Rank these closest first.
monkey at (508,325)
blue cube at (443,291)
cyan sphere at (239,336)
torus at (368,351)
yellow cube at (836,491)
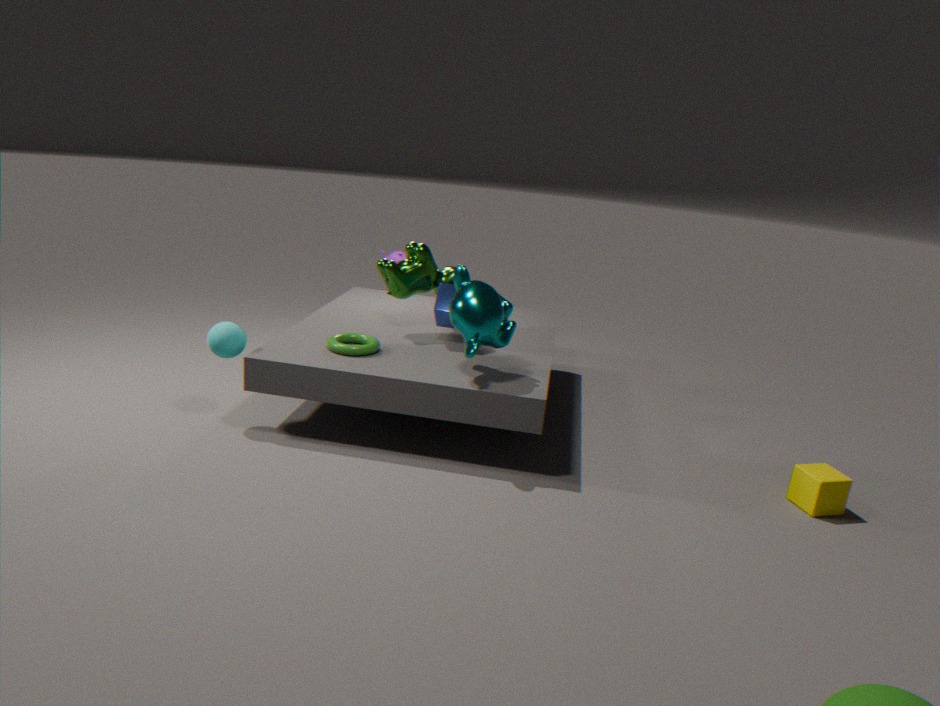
yellow cube at (836,491), monkey at (508,325), cyan sphere at (239,336), torus at (368,351), blue cube at (443,291)
